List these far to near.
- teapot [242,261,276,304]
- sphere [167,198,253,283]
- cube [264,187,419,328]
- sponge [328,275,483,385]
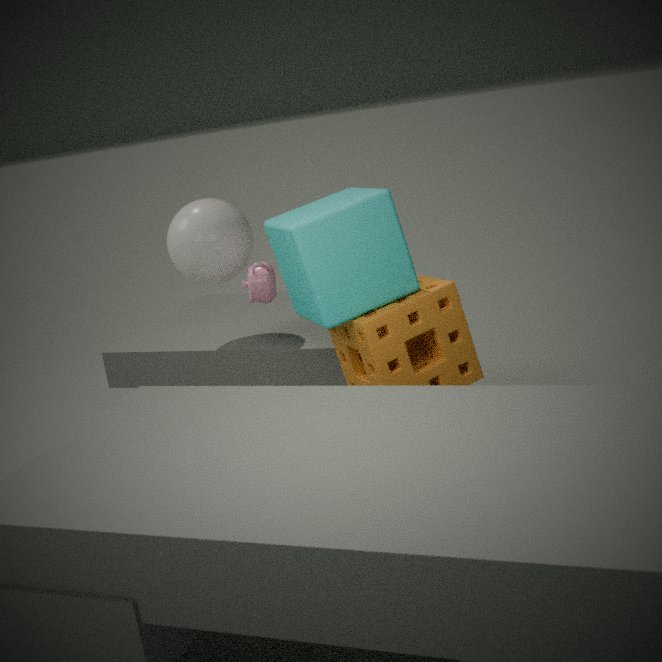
1. sphere [167,198,253,283]
2. teapot [242,261,276,304]
3. sponge [328,275,483,385]
4. cube [264,187,419,328]
